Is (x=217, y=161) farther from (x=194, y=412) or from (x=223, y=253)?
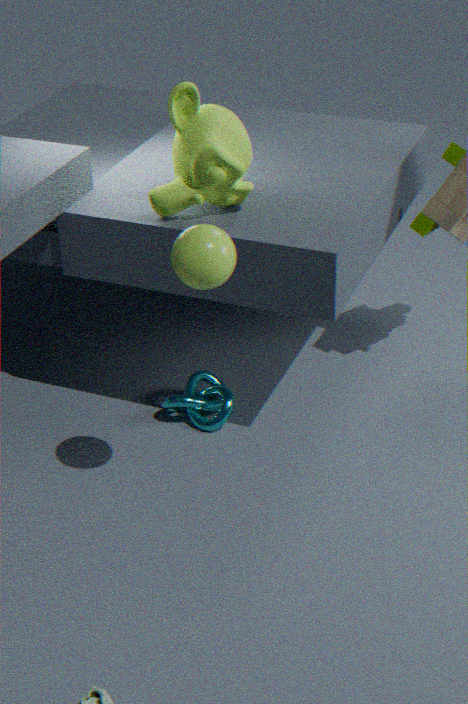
(x=194, y=412)
